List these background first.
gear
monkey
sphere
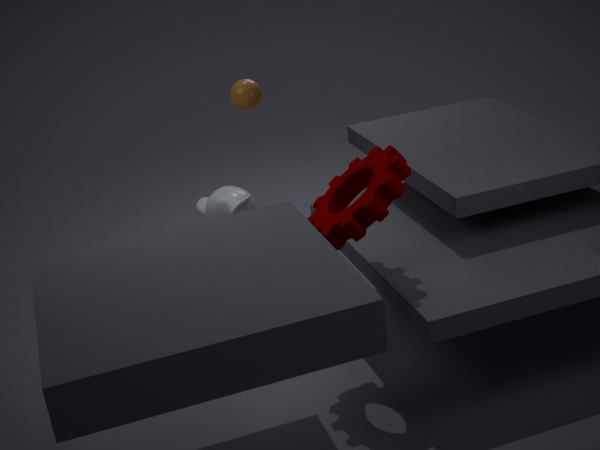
sphere, monkey, gear
